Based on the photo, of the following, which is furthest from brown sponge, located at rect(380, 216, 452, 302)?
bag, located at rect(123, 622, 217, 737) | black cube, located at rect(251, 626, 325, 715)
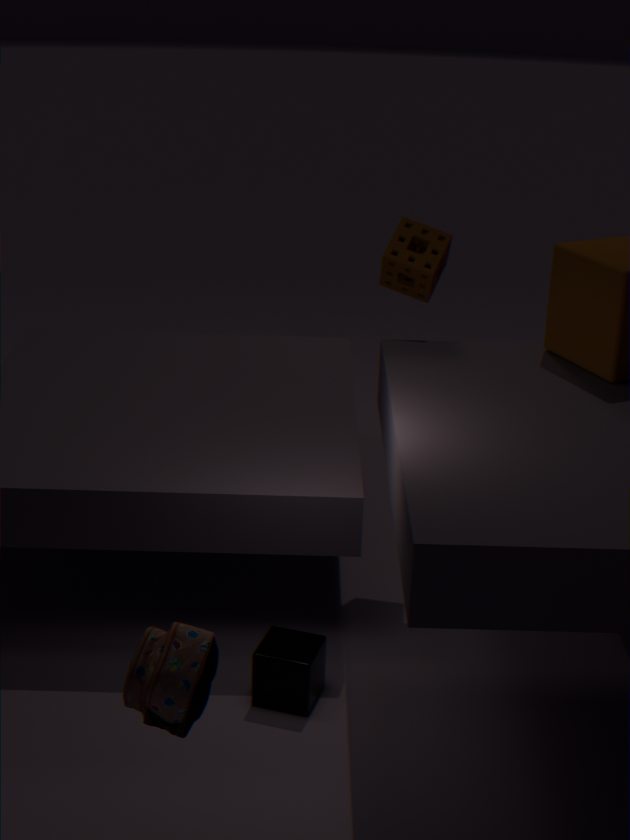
bag, located at rect(123, 622, 217, 737)
